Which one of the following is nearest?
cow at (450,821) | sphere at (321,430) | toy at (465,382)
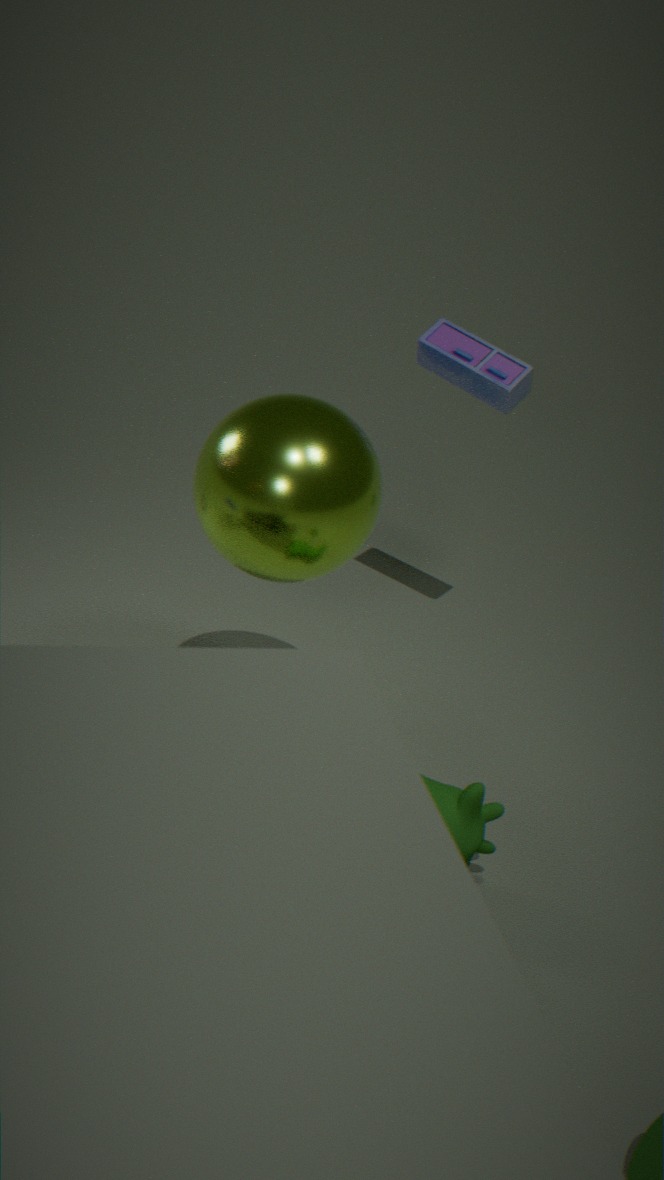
sphere at (321,430)
